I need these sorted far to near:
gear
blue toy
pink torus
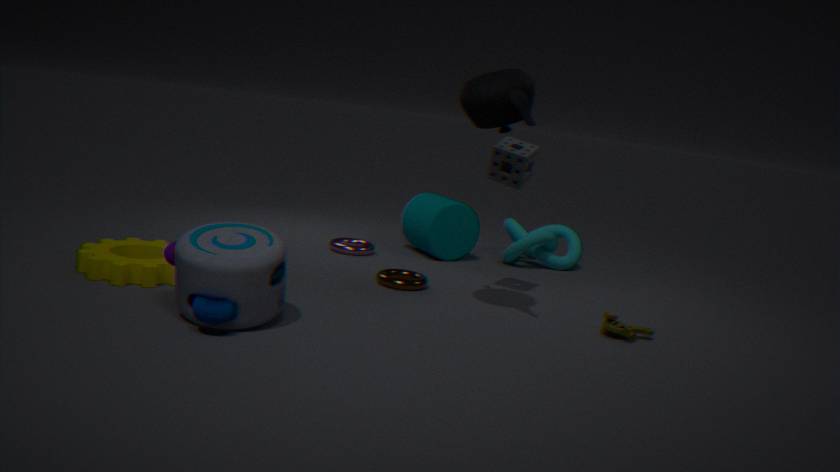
pink torus
gear
blue toy
